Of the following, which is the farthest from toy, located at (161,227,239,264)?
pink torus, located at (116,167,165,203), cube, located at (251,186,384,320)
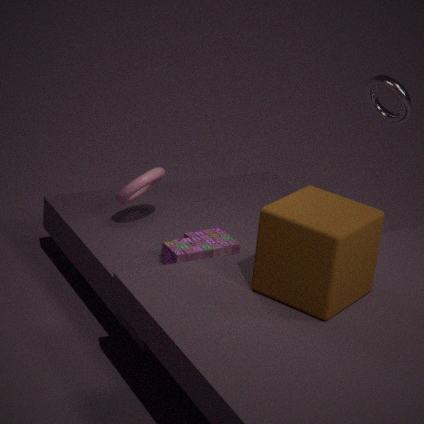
cube, located at (251,186,384,320)
